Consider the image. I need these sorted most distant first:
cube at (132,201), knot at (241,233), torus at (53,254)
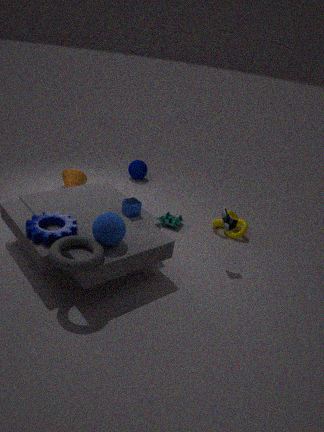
knot at (241,233) < cube at (132,201) < torus at (53,254)
